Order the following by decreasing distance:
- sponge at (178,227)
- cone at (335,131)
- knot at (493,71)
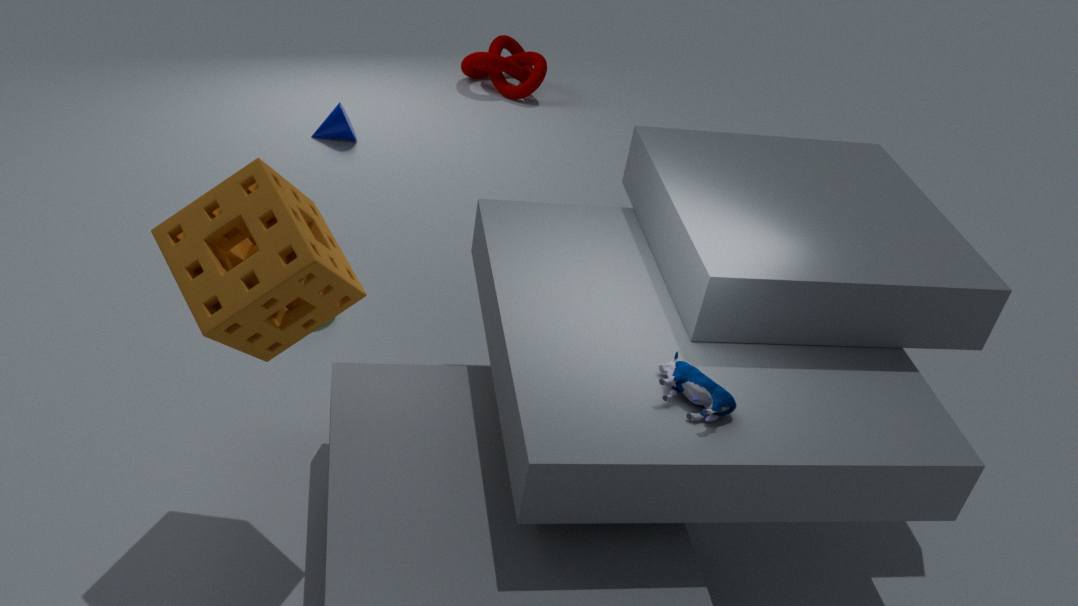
knot at (493,71), cone at (335,131), sponge at (178,227)
